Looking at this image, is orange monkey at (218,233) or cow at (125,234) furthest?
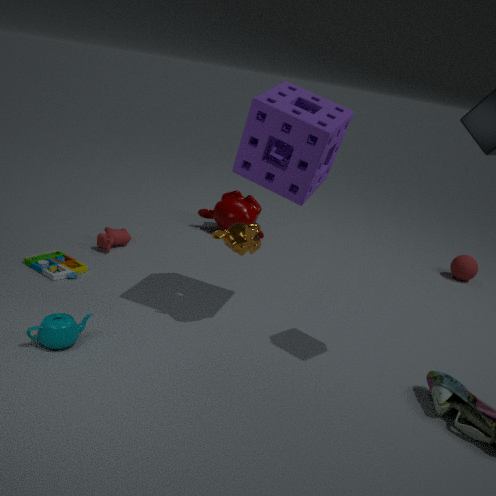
cow at (125,234)
